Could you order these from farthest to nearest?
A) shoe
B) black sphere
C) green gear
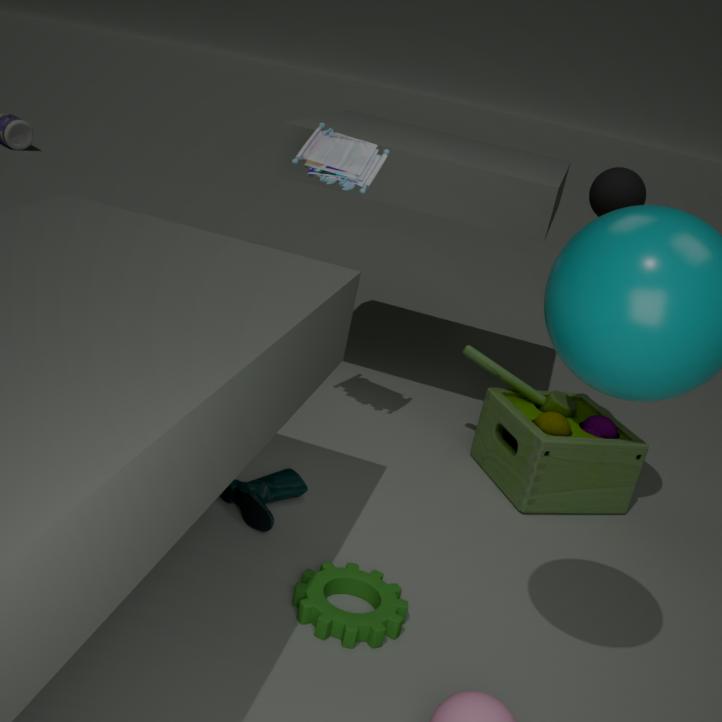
black sphere → shoe → green gear
